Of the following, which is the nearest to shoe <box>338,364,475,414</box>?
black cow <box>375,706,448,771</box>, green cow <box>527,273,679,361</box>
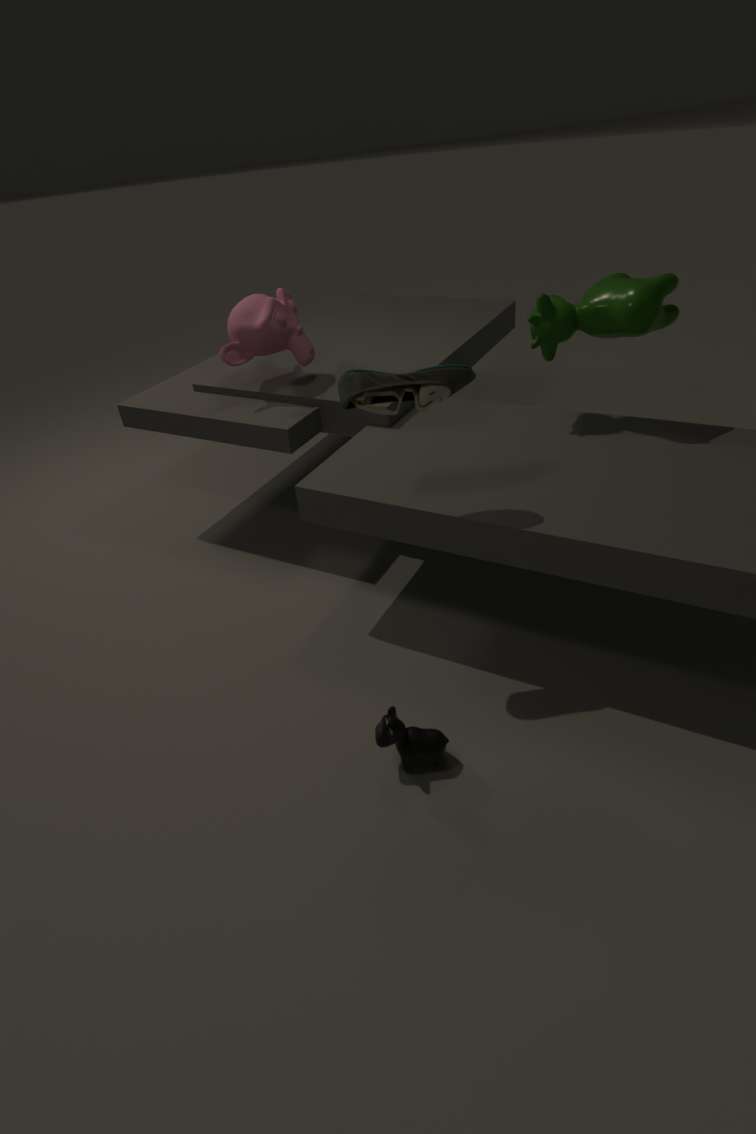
green cow <box>527,273,679,361</box>
